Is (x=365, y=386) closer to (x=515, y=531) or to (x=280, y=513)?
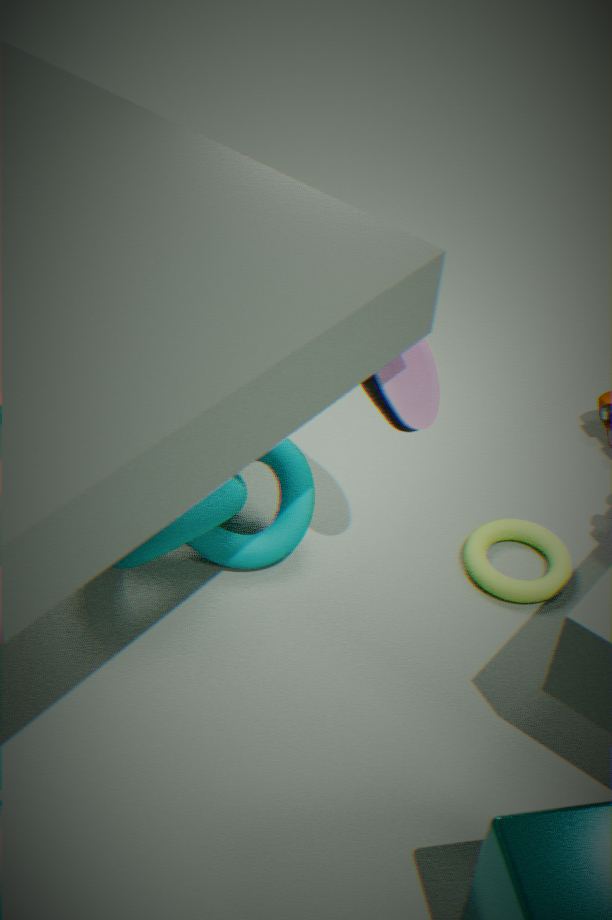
(x=280, y=513)
